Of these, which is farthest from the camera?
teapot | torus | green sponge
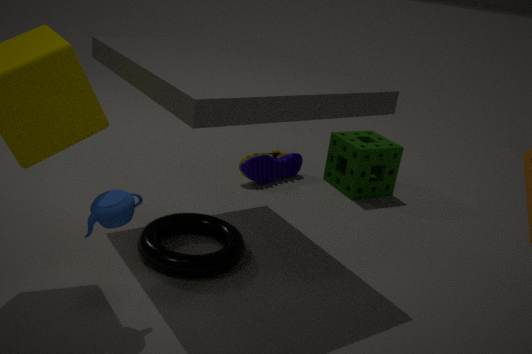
green sponge
